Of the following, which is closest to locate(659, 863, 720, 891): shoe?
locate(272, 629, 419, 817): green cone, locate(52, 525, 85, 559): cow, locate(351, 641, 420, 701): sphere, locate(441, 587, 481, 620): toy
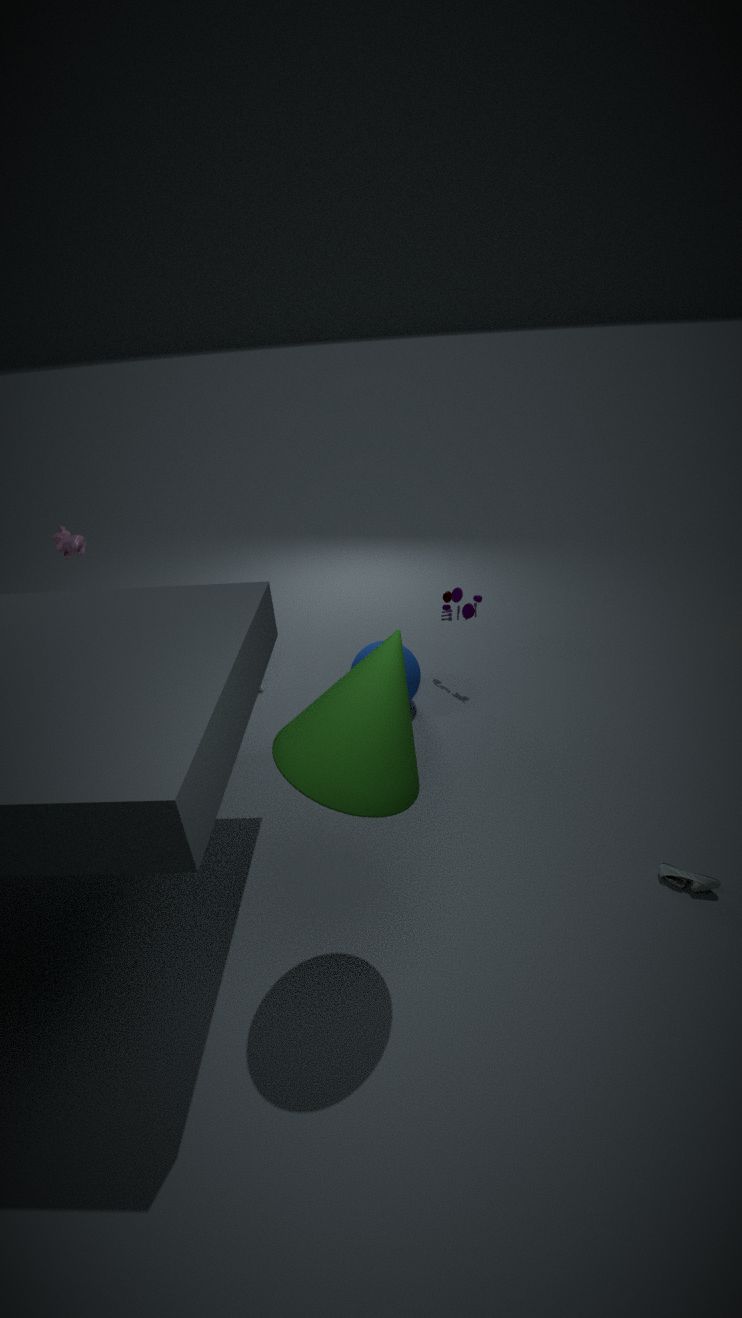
locate(272, 629, 419, 817): green cone
